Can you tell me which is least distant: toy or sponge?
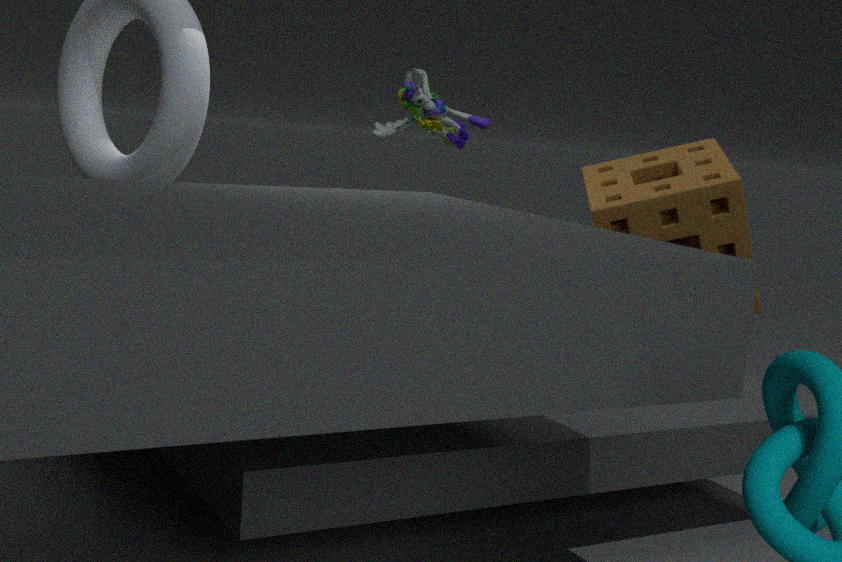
sponge
